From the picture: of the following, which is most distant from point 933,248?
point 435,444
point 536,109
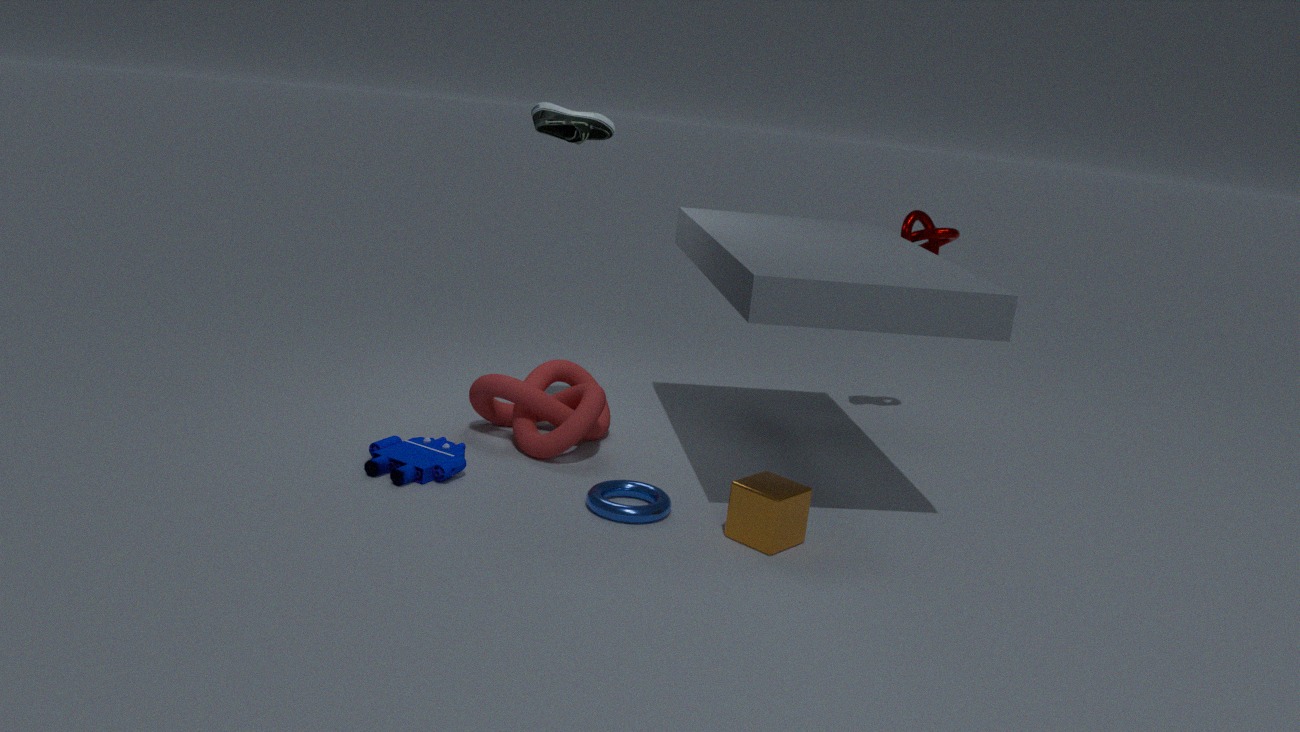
point 435,444
